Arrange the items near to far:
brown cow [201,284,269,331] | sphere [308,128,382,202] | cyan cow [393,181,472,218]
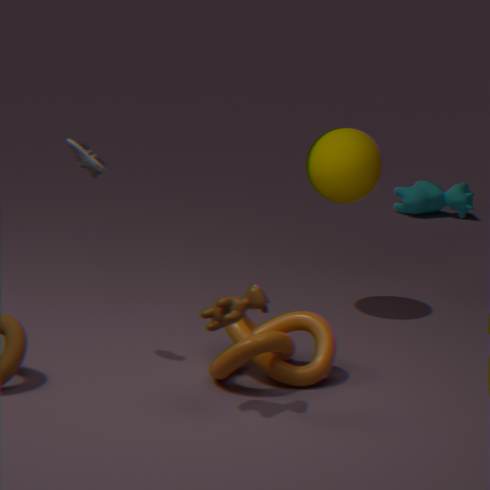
1. brown cow [201,284,269,331]
2. sphere [308,128,382,202]
3. cyan cow [393,181,472,218]
